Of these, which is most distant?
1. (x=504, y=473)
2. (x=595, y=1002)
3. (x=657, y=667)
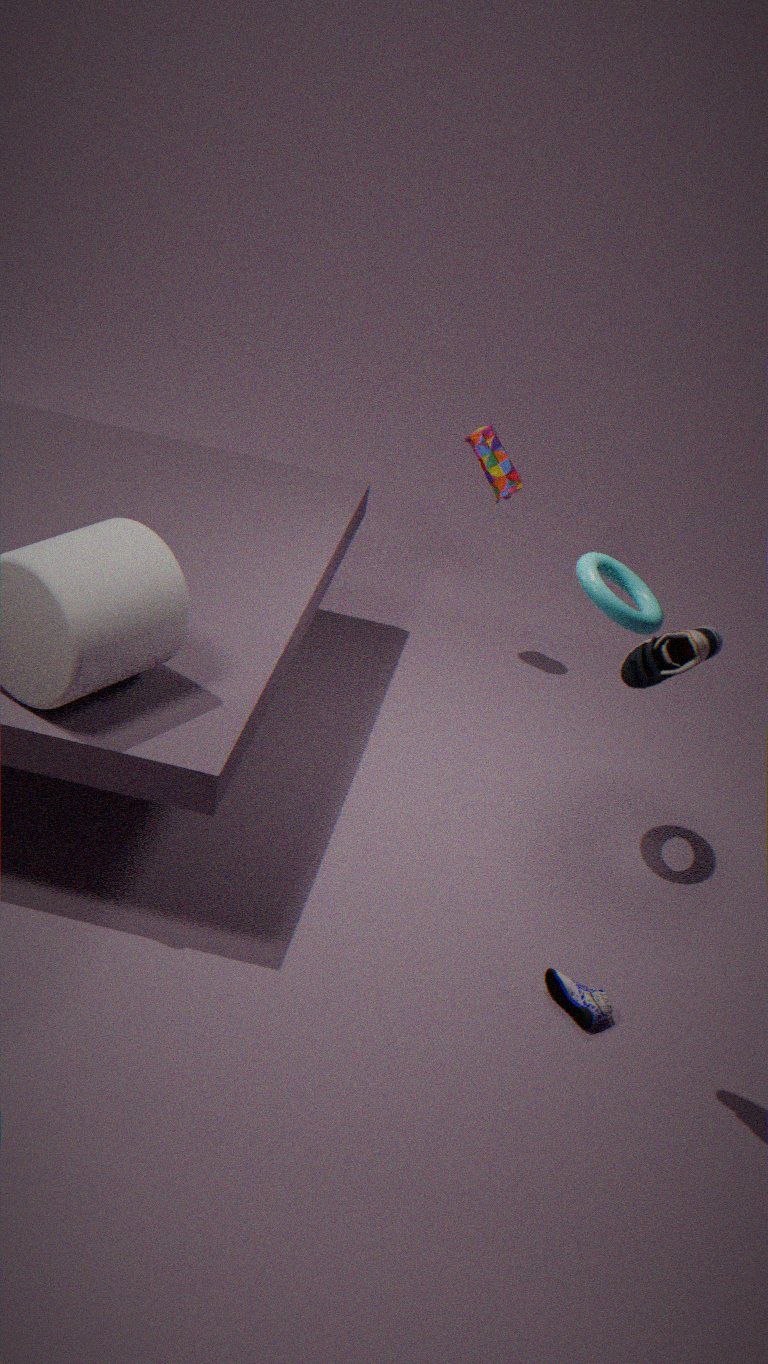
(x=504, y=473)
